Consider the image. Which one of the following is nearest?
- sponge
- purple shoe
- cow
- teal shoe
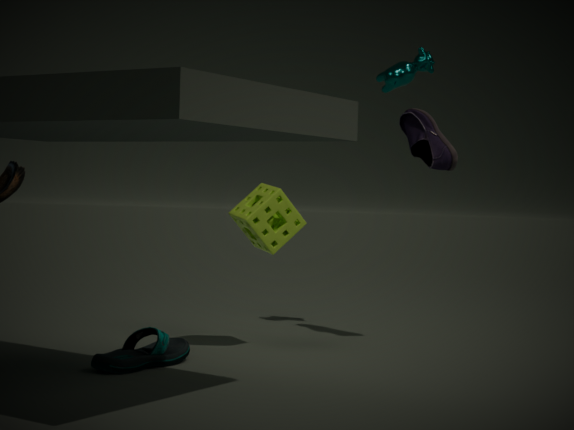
teal shoe
